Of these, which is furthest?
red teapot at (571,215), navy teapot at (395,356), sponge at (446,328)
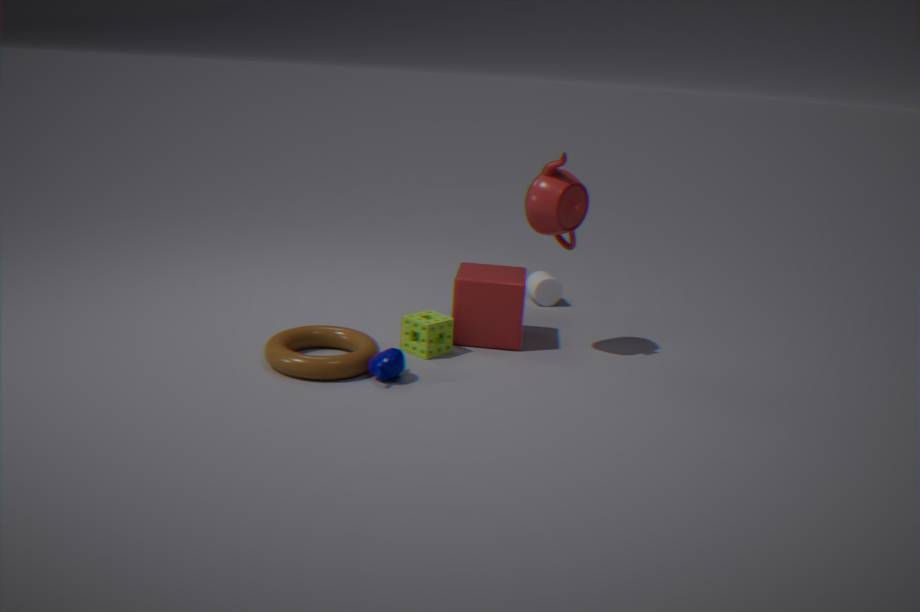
sponge at (446,328)
